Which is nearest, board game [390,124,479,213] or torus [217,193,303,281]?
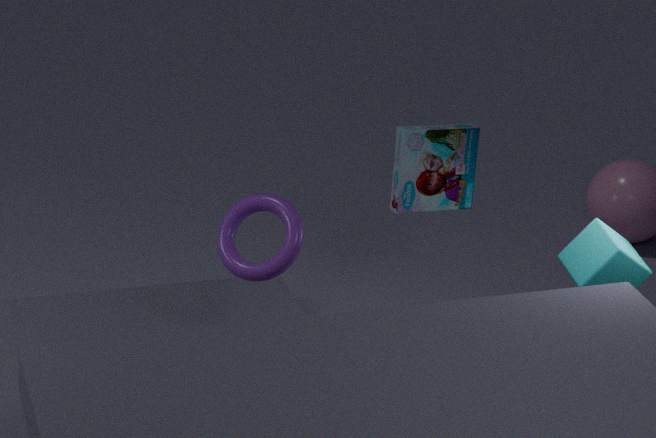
torus [217,193,303,281]
